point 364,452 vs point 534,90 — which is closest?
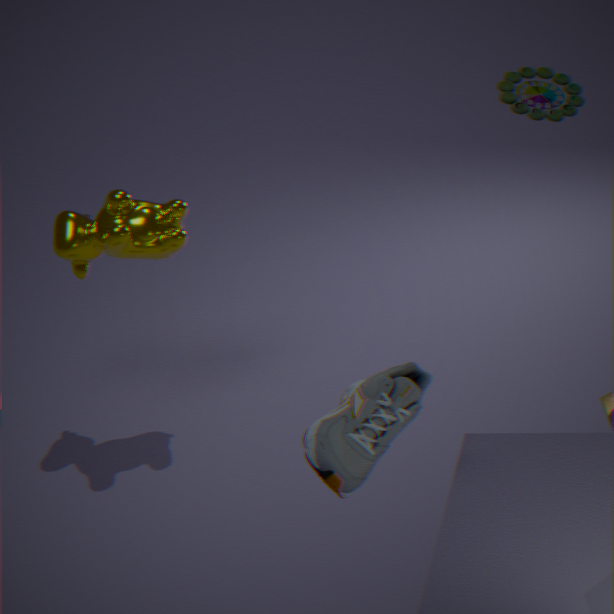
point 364,452
